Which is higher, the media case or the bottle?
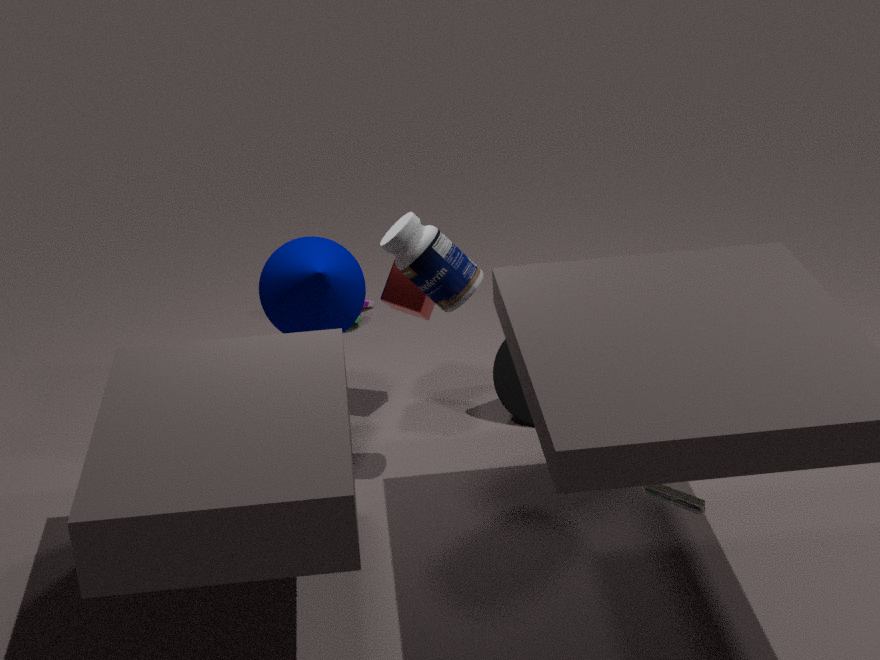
the bottle
